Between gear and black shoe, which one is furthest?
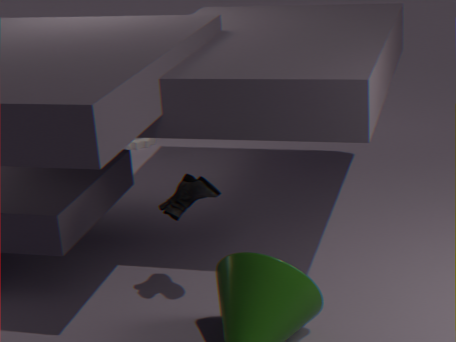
gear
